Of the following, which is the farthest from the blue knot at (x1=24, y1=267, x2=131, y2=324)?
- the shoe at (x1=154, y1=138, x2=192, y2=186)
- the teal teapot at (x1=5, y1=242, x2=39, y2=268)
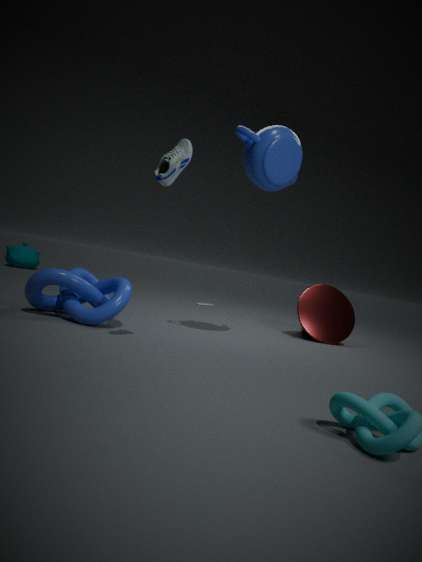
the teal teapot at (x1=5, y1=242, x2=39, y2=268)
